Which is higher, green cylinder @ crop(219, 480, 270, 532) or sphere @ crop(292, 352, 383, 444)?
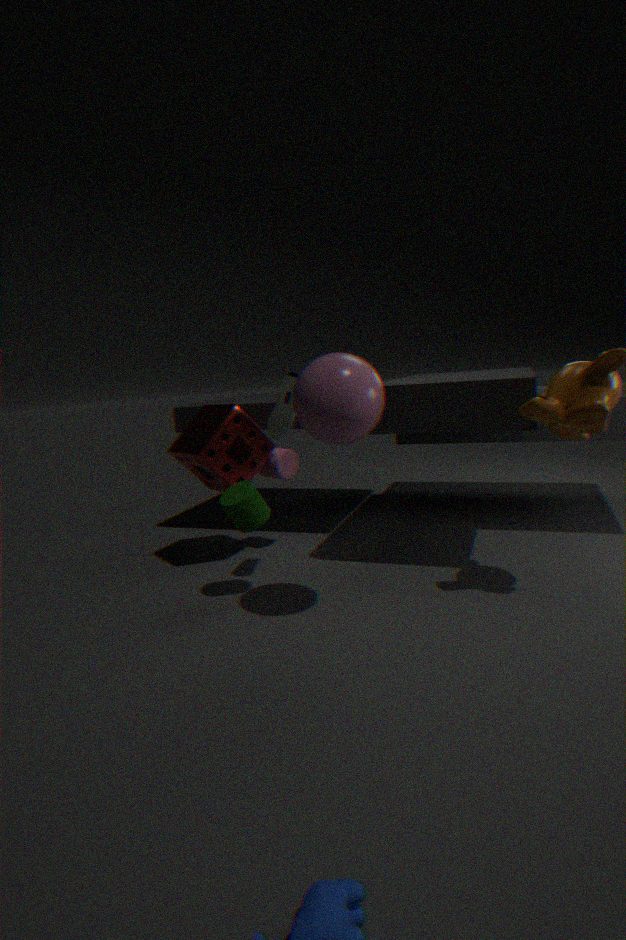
sphere @ crop(292, 352, 383, 444)
